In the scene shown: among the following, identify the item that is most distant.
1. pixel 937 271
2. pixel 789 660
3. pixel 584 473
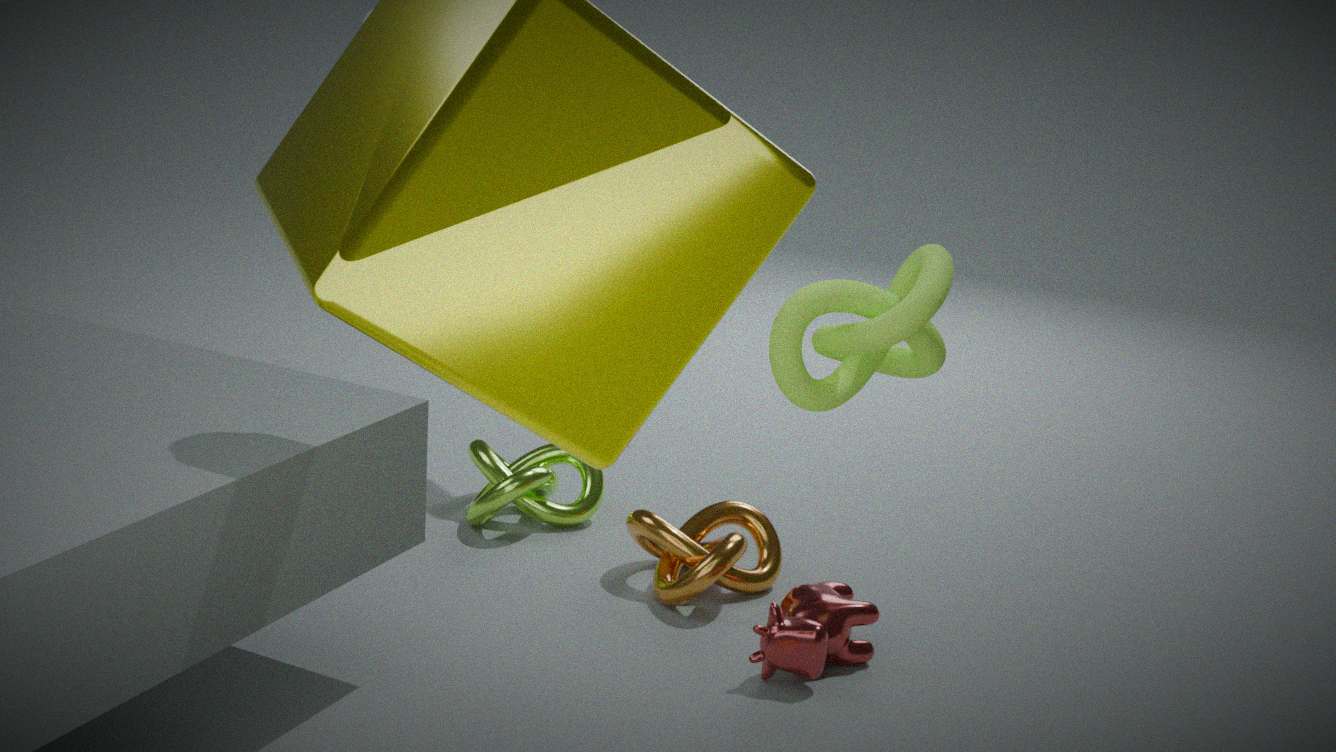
pixel 584 473
